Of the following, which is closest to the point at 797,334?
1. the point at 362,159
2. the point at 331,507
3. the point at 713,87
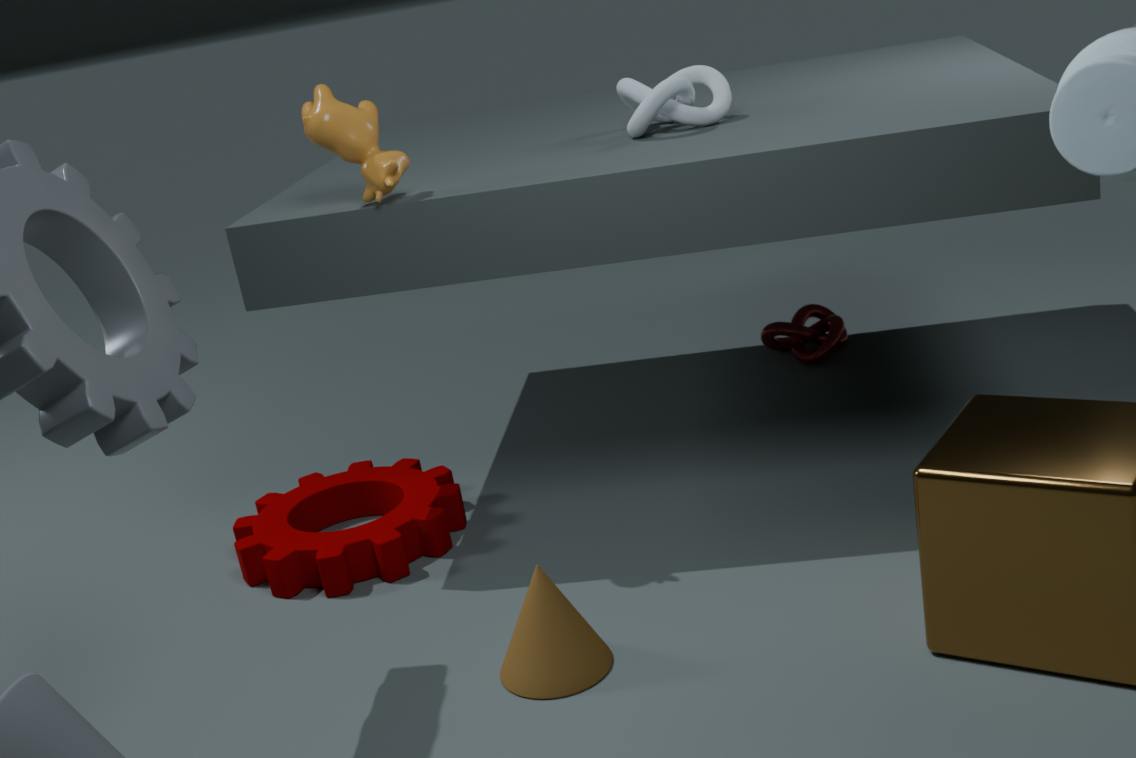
the point at 713,87
